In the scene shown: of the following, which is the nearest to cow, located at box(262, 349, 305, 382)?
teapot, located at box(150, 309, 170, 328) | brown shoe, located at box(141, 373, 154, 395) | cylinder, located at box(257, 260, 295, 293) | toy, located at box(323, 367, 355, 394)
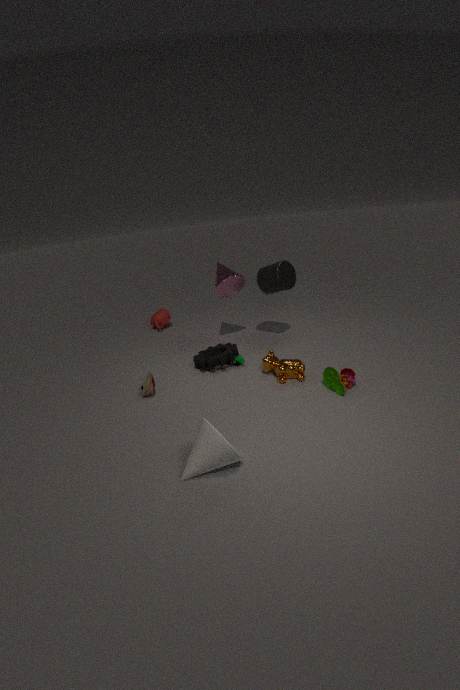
toy, located at box(323, 367, 355, 394)
